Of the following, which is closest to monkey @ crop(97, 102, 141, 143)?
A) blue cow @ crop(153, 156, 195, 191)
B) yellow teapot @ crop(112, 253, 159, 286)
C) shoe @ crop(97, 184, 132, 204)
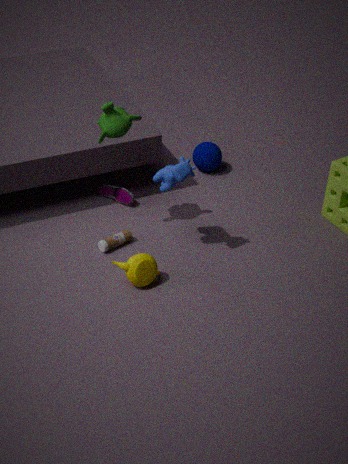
blue cow @ crop(153, 156, 195, 191)
